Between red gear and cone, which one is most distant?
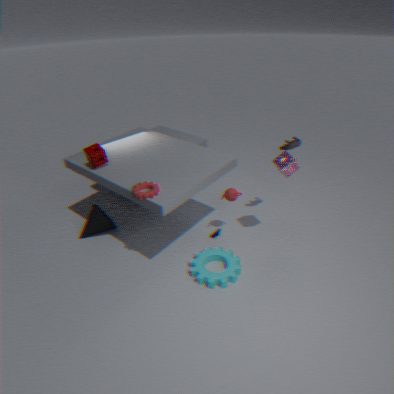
cone
